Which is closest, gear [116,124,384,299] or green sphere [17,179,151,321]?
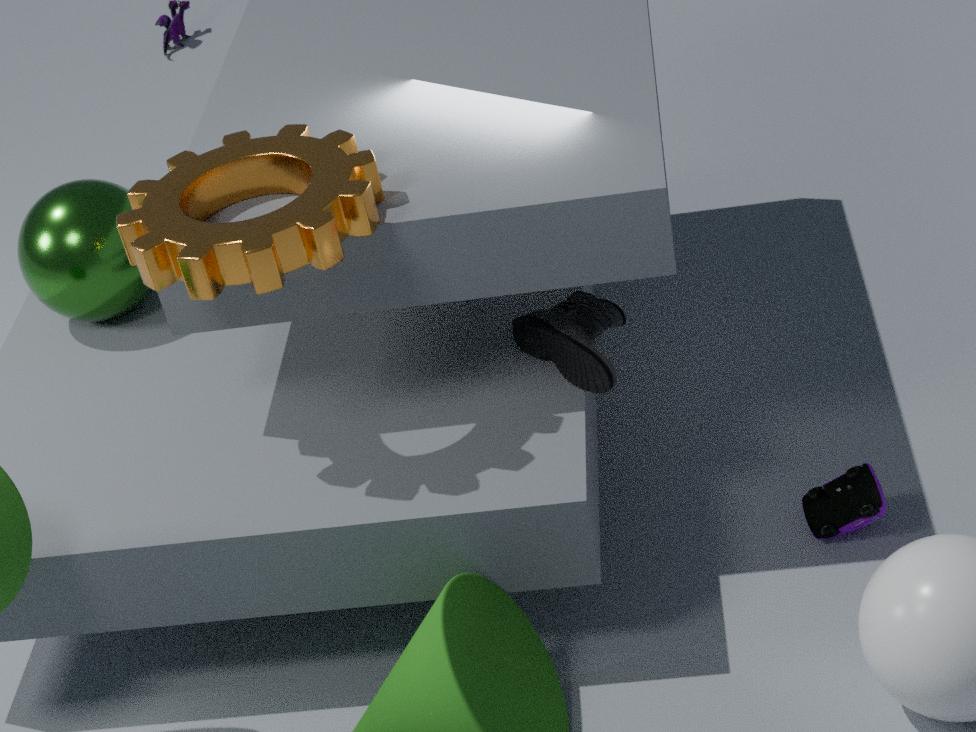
gear [116,124,384,299]
